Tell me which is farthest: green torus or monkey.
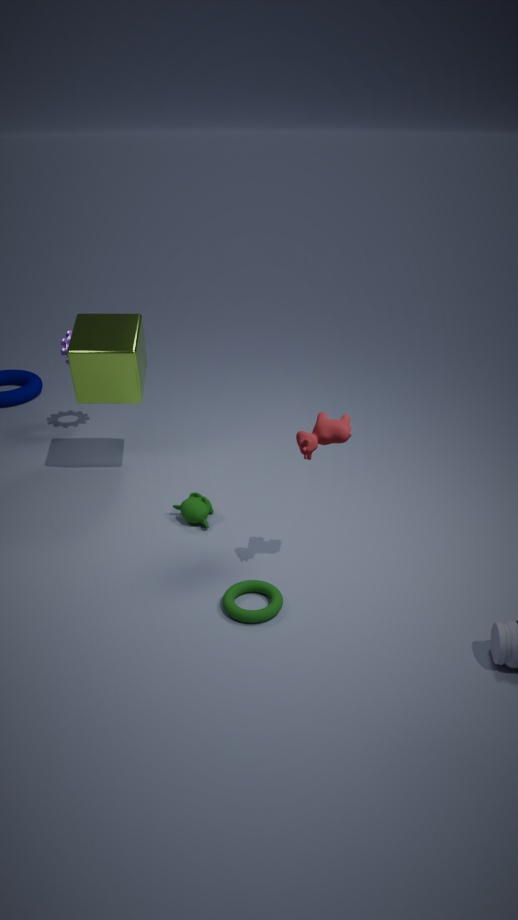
monkey
